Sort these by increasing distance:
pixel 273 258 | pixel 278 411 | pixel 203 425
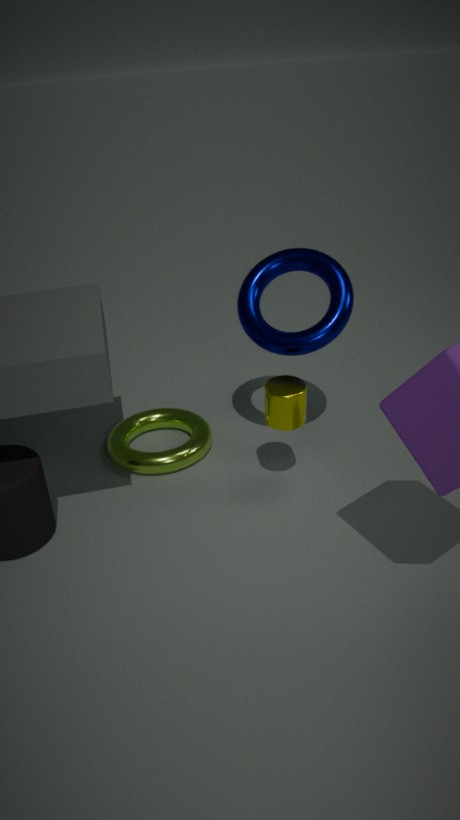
pixel 278 411, pixel 273 258, pixel 203 425
